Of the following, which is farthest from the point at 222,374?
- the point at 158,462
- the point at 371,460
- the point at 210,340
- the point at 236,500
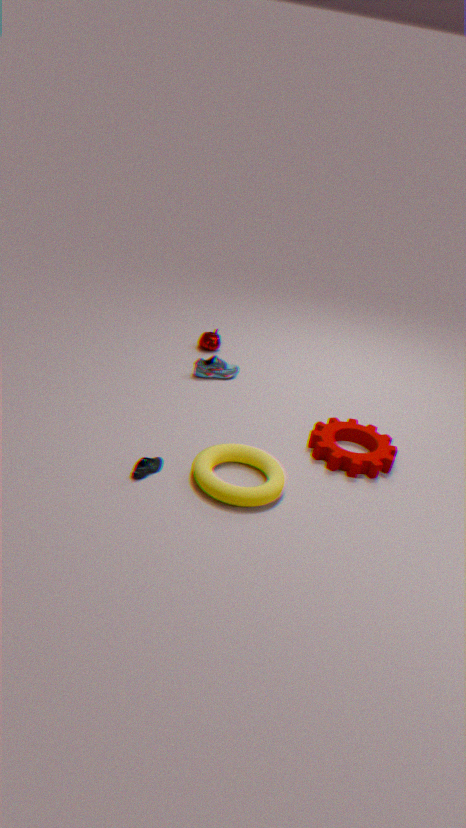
the point at 158,462
